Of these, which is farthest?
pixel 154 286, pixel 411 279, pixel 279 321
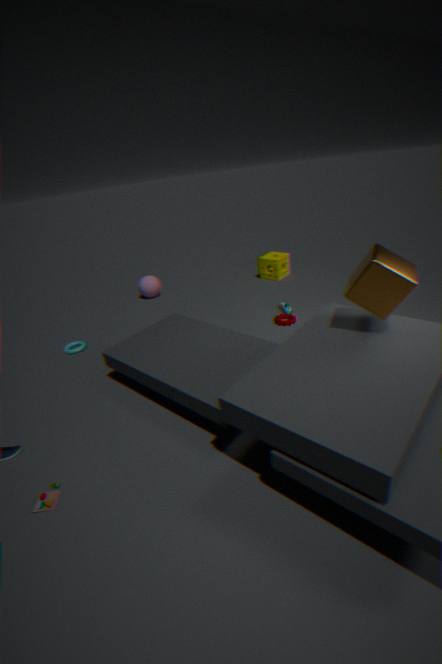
pixel 154 286
